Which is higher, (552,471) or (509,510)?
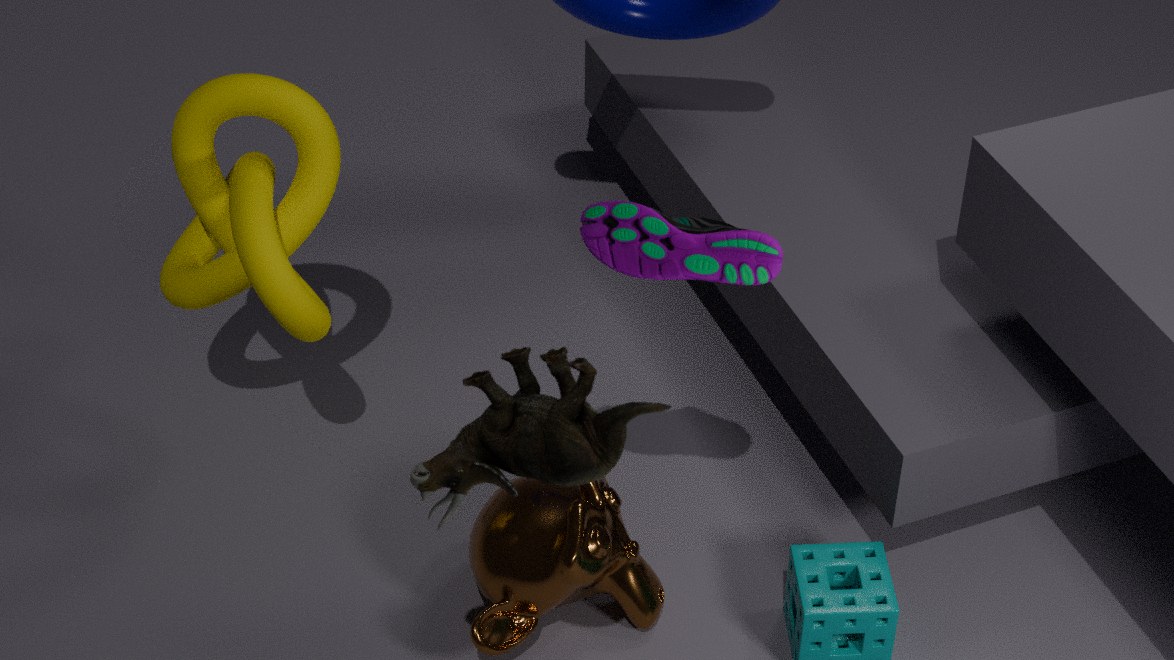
(552,471)
